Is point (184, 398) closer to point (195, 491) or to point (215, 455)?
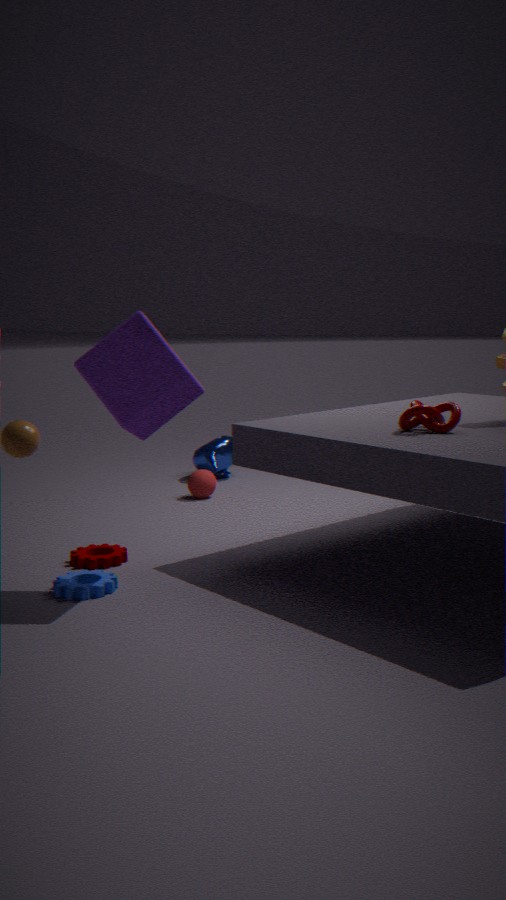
point (195, 491)
